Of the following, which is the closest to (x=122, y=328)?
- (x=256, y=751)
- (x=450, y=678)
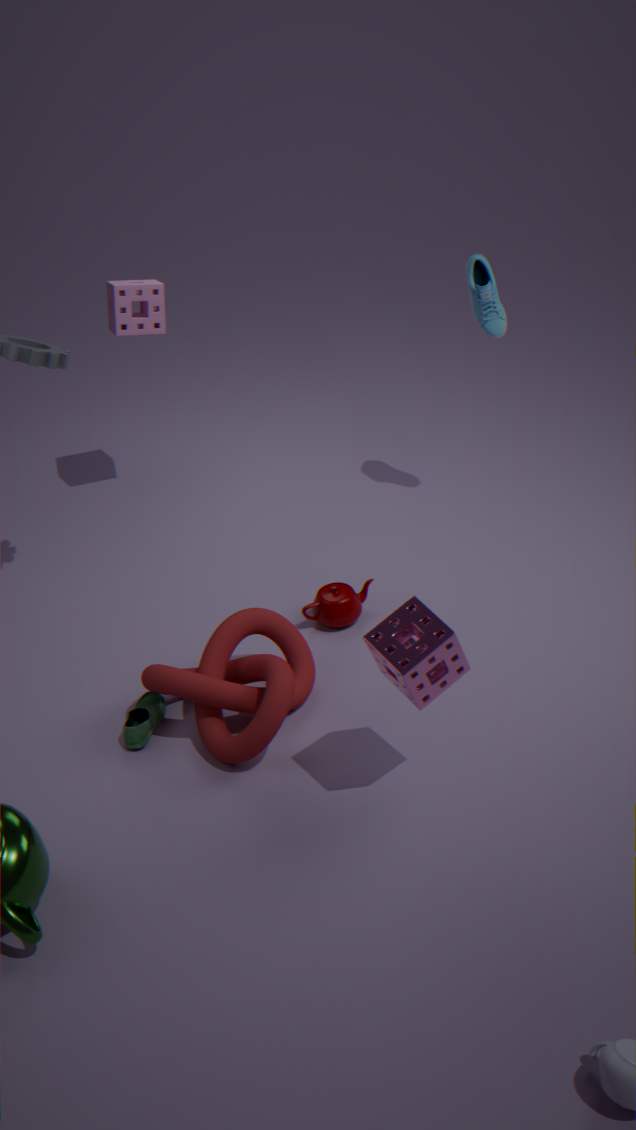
(x=256, y=751)
